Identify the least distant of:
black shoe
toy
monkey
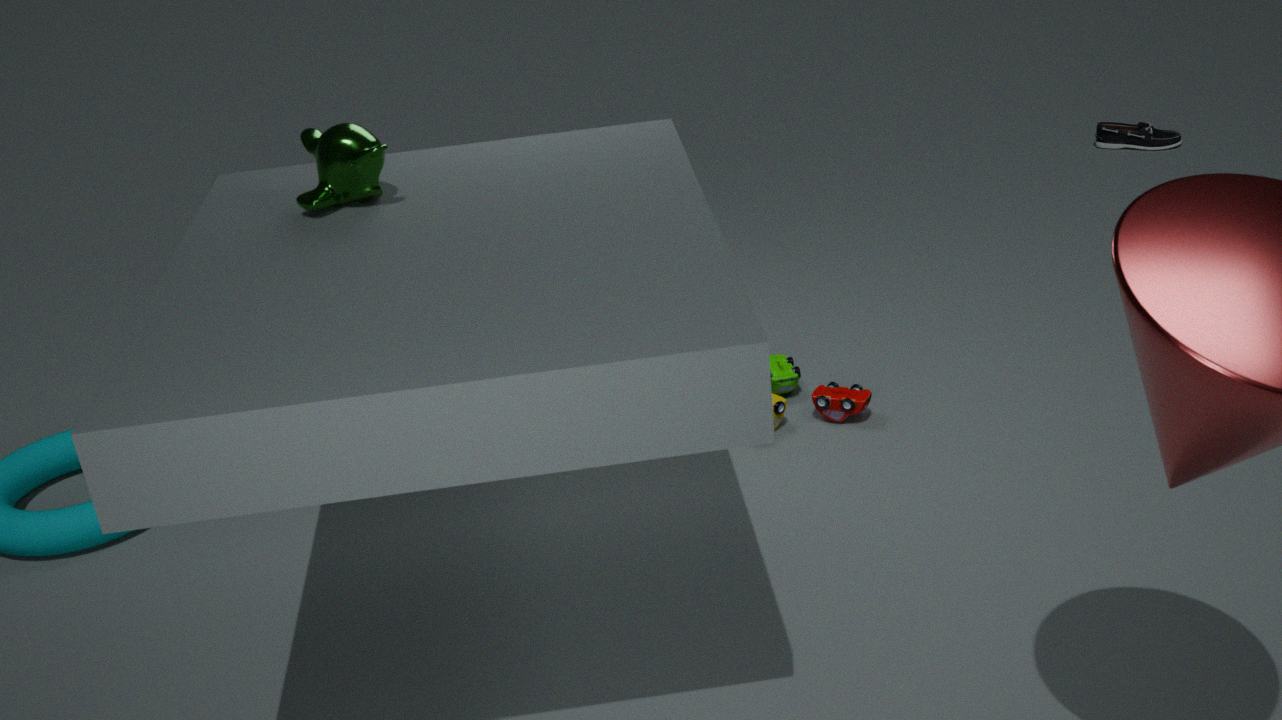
monkey
